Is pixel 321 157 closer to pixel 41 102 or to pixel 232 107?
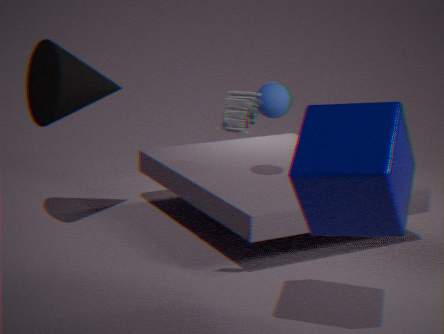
pixel 232 107
